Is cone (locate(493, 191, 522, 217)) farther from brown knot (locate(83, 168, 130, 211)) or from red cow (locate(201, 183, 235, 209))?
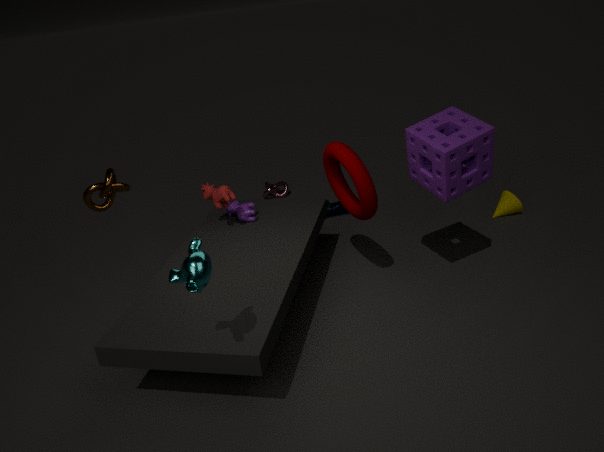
brown knot (locate(83, 168, 130, 211))
